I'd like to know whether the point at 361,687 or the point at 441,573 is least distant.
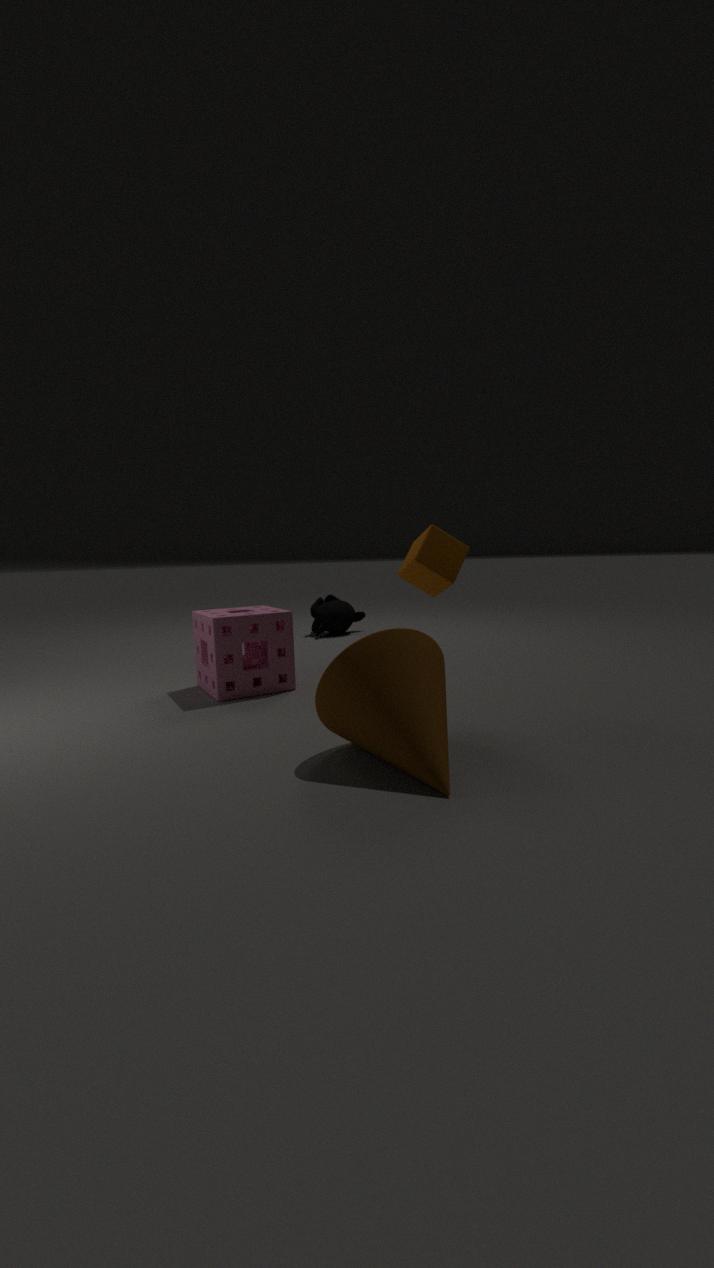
the point at 361,687
